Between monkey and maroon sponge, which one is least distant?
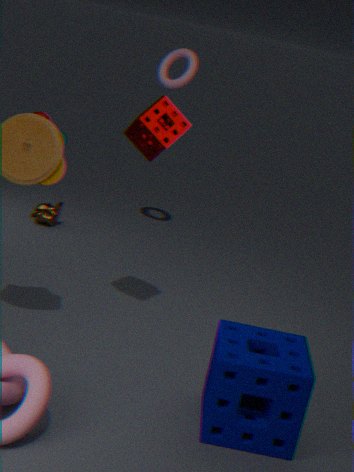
maroon sponge
